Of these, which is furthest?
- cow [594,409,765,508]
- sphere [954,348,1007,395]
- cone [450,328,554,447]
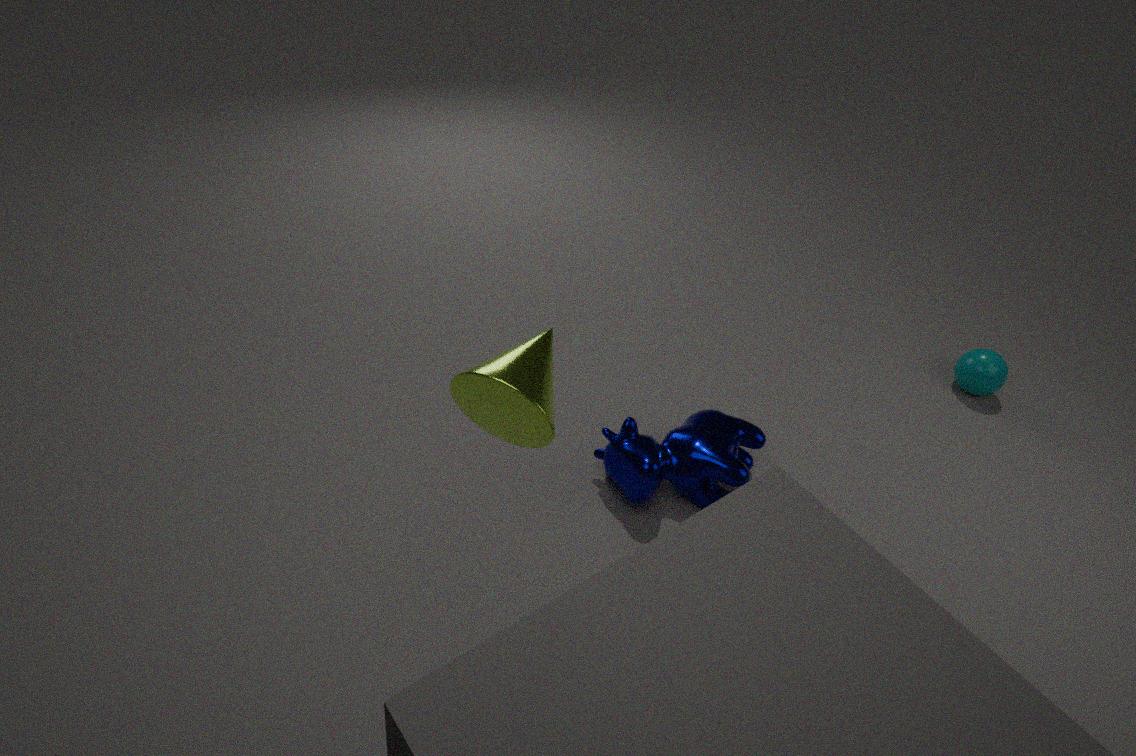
sphere [954,348,1007,395]
